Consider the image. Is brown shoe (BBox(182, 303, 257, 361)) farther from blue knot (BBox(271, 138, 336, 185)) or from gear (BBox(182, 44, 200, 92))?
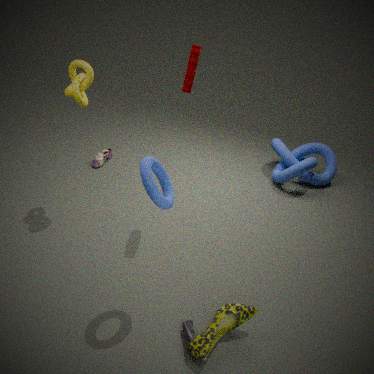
blue knot (BBox(271, 138, 336, 185))
